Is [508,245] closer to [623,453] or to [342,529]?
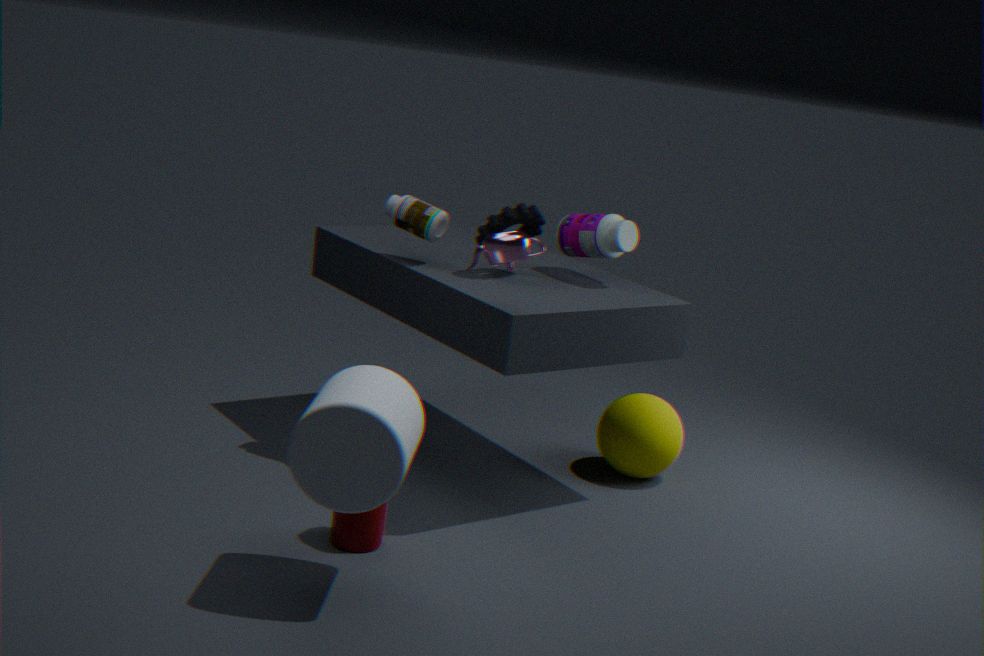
[342,529]
